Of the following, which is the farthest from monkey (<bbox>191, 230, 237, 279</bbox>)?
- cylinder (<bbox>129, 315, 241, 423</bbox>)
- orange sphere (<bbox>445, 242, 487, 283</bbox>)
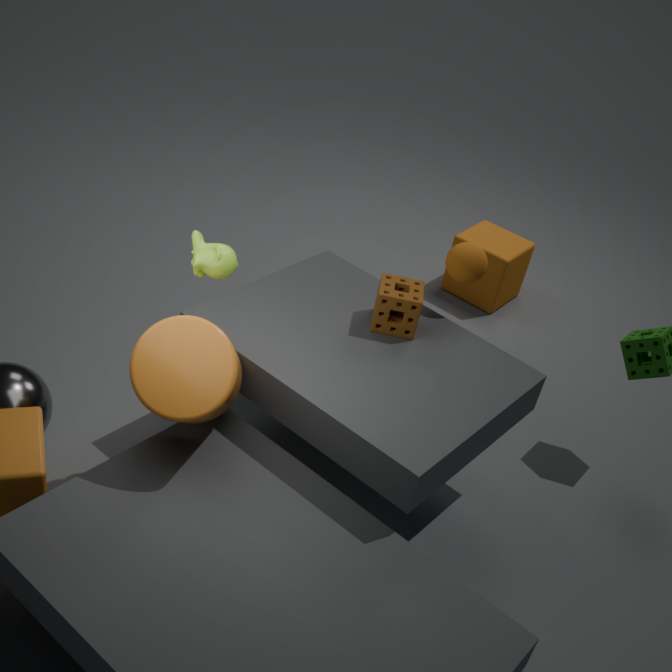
orange sphere (<bbox>445, 242, 487, 283</bbox>)
